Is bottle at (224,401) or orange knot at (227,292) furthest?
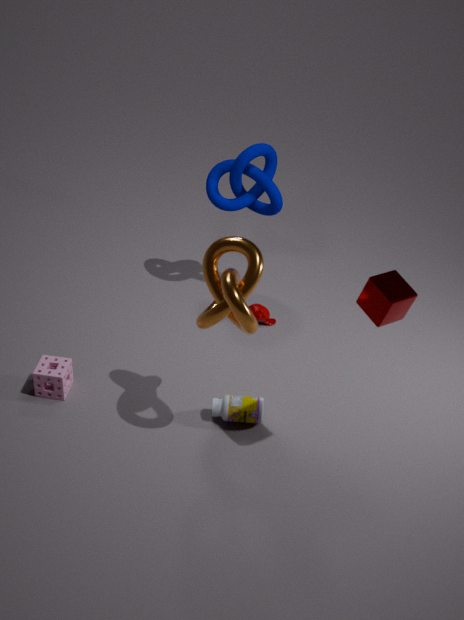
bottle at (224,401)
